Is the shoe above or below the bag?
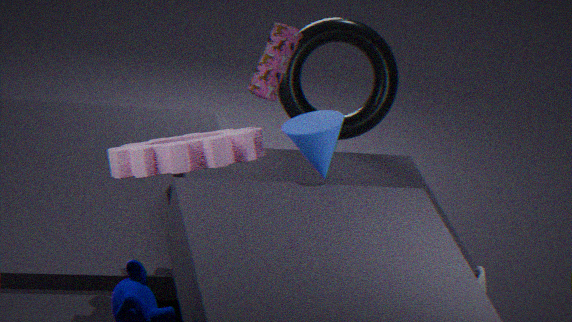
below
